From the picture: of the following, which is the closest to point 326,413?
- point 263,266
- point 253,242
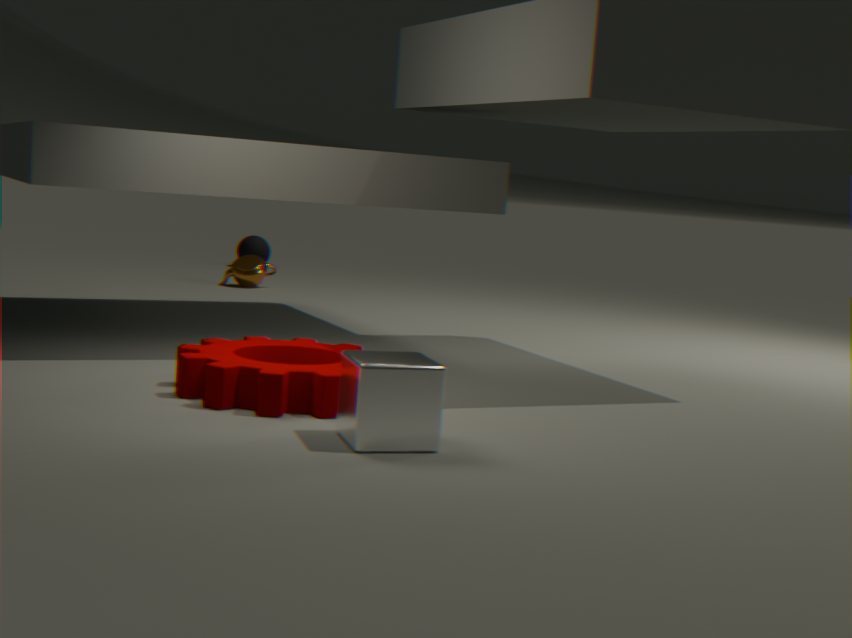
point 263,266
